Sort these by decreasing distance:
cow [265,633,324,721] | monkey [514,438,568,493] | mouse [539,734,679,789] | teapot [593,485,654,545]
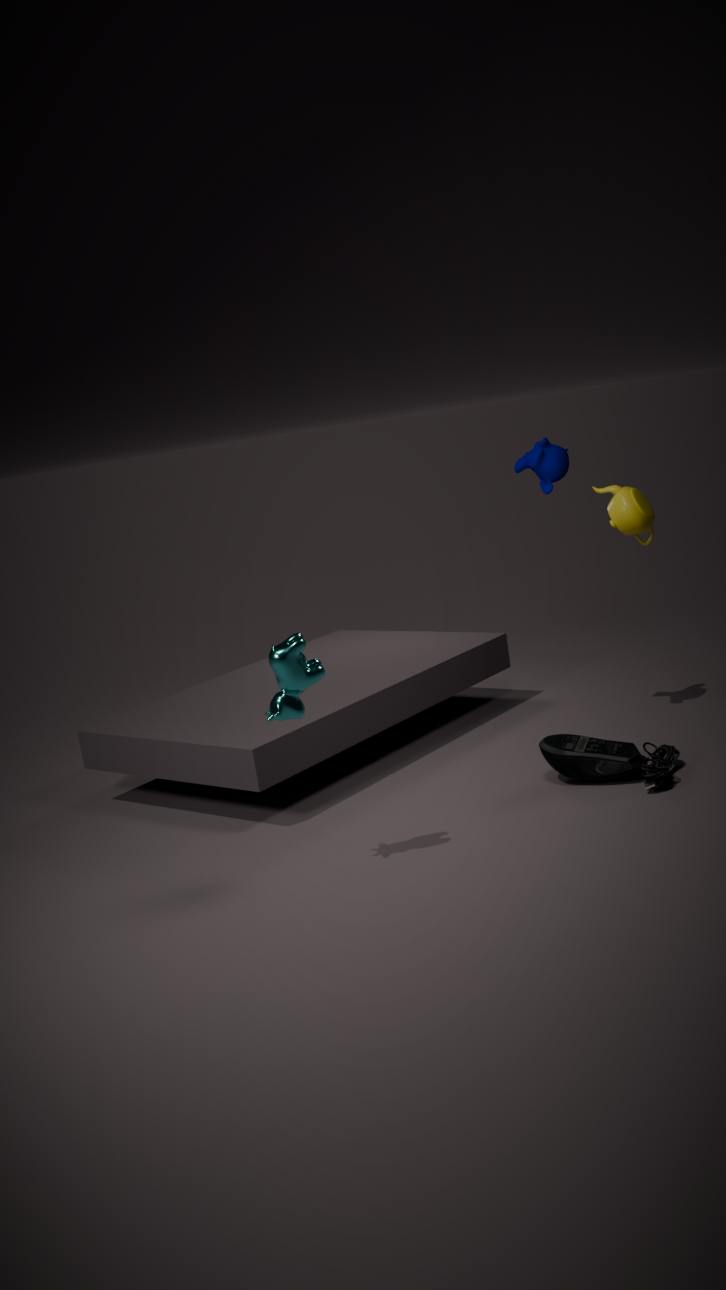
monkey [514,438,568,493] → mouse [539,734,679,789] → teapot [593,485,654,545] → cow [265,633,324,721]
